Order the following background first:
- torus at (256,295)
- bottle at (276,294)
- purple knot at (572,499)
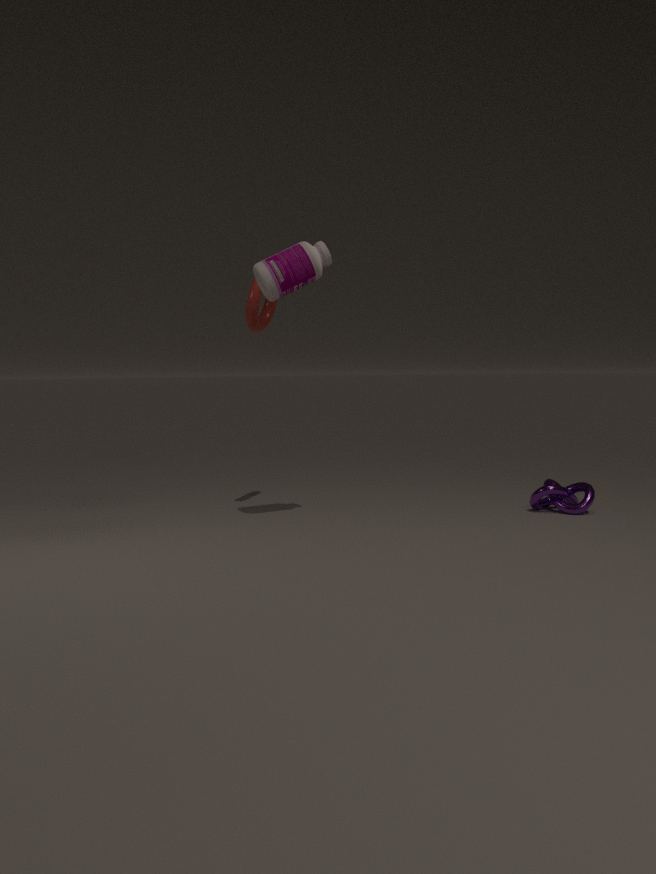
purple knot at (572,499), torus at (256,295), bottle at (276,294)
